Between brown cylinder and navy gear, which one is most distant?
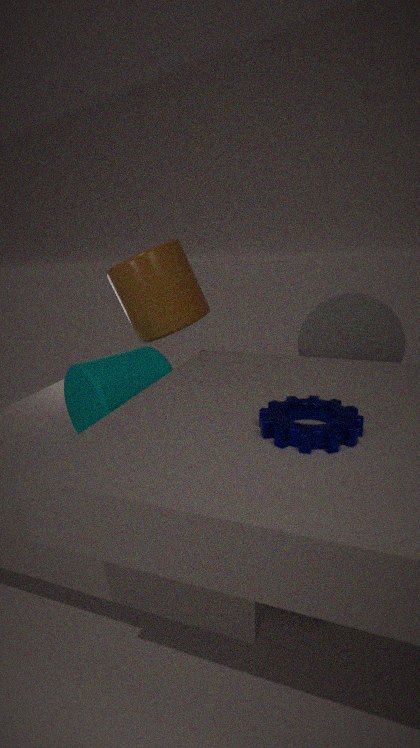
brown cylinder
